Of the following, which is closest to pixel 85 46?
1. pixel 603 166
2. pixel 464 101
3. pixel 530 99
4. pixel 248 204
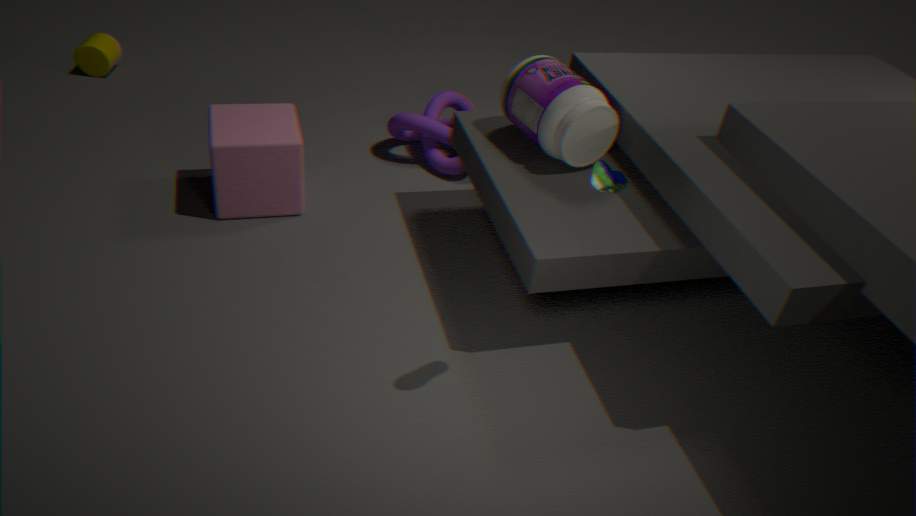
pixel 248 204
